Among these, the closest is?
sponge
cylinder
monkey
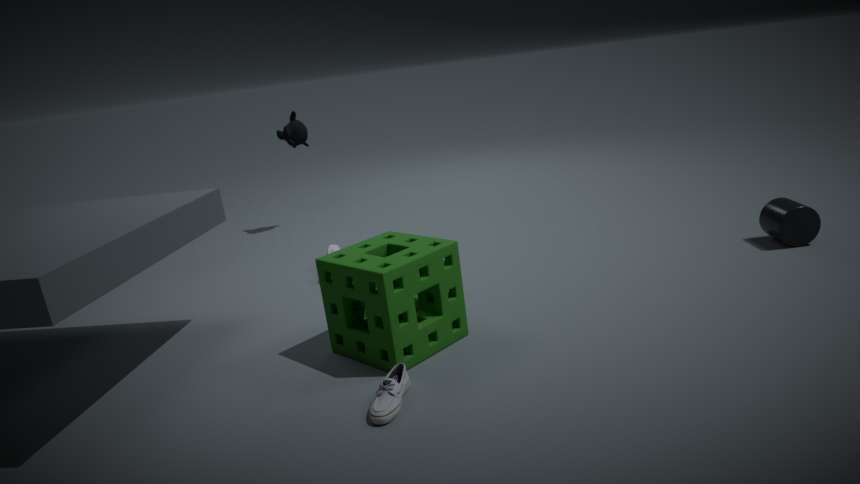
sponge
